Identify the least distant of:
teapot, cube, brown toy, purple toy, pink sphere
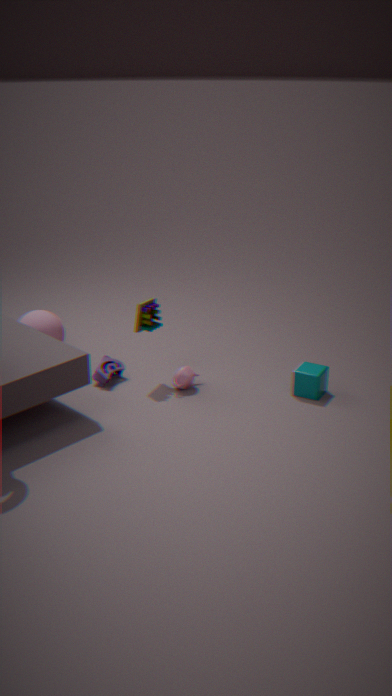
cube
